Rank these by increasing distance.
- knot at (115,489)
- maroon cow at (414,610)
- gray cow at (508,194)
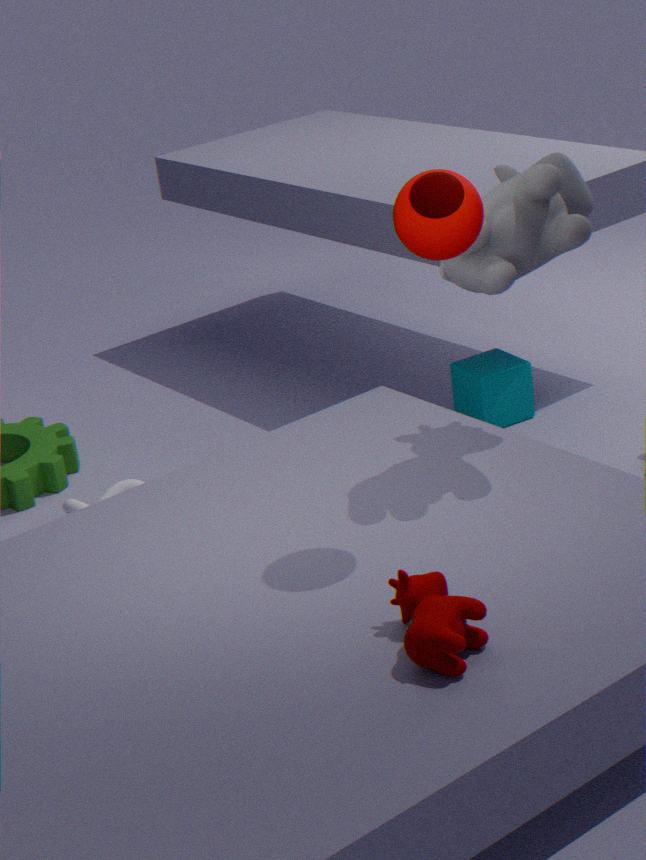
maroon cow at (414,610), gray cow at (508,194), knot at (115,489)
